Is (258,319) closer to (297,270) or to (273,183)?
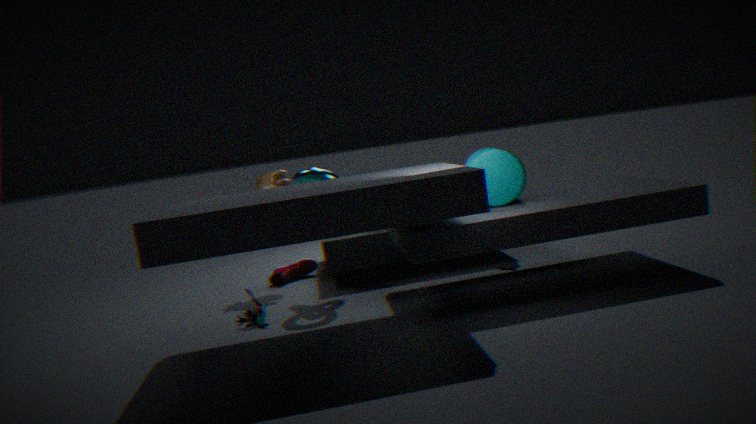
(297,270)
